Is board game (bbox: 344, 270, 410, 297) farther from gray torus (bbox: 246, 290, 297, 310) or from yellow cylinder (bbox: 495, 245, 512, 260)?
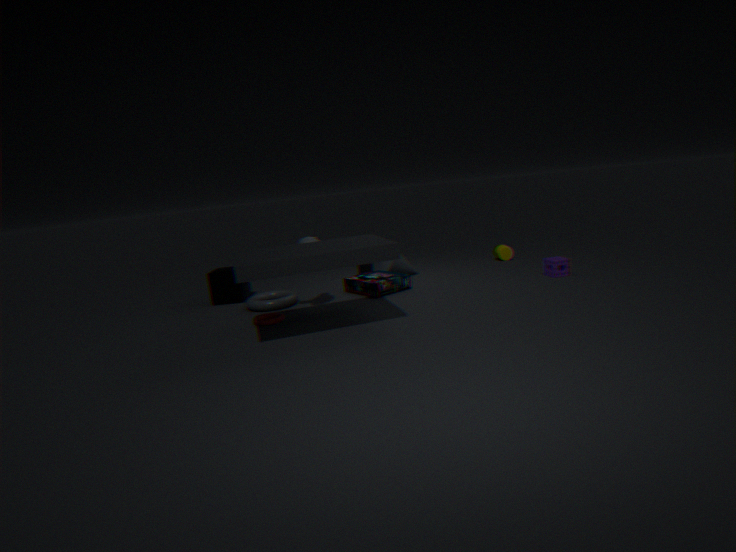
yellow cylinder (bbox: 495, 245, 512, 260)
